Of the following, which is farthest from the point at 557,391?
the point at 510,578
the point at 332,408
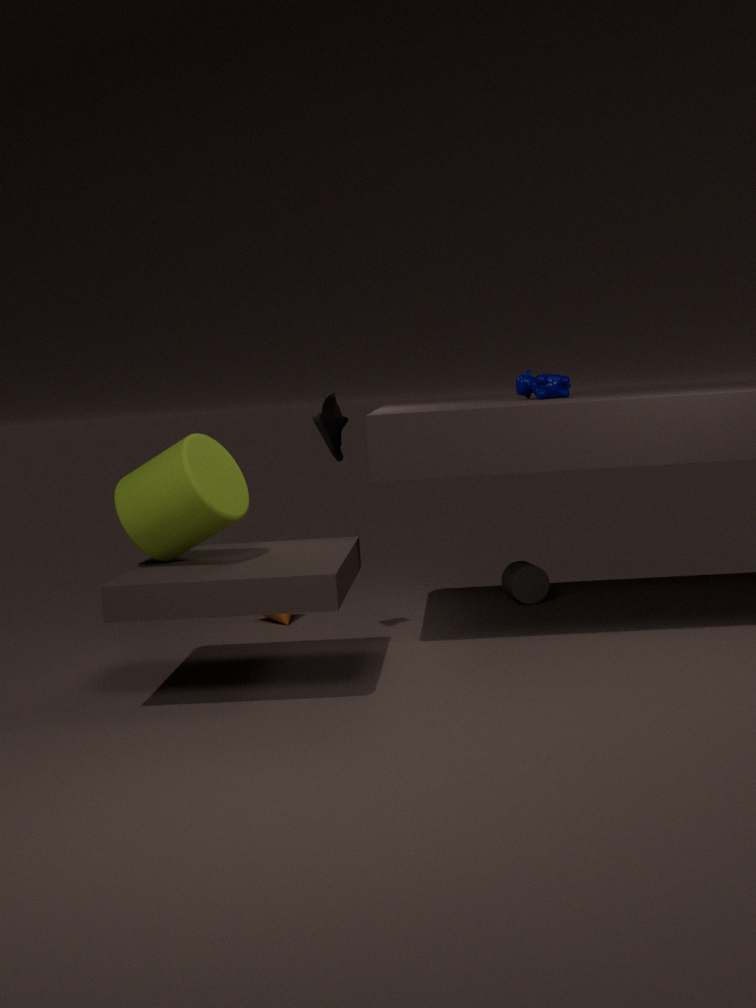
the point at 510,578
